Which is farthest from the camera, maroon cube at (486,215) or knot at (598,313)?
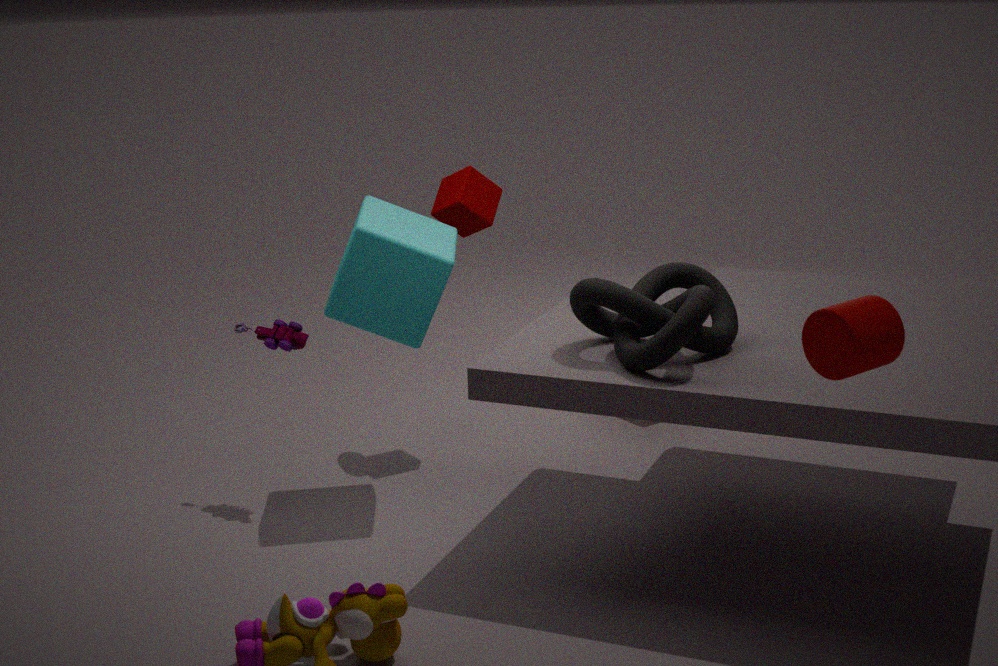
maroon cube at (486,215)
